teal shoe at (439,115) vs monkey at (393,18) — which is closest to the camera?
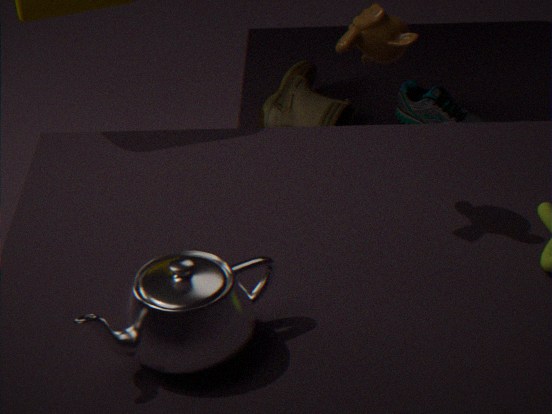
monkey at (393,18)
